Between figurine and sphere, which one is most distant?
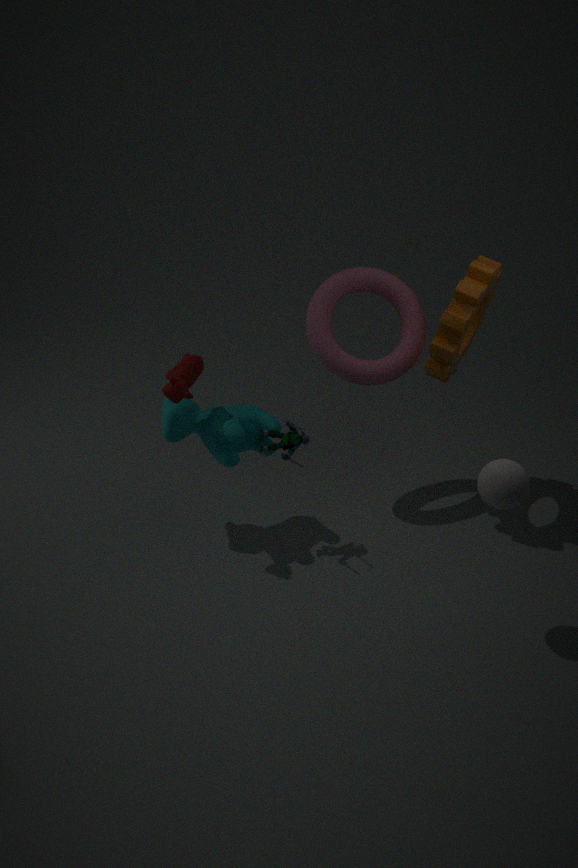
figurine
